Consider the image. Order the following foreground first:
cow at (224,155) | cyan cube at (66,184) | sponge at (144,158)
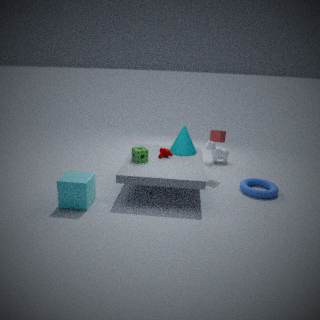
cyan cube at (66,184) < sponge at (144,158) < cow at (224,155)
